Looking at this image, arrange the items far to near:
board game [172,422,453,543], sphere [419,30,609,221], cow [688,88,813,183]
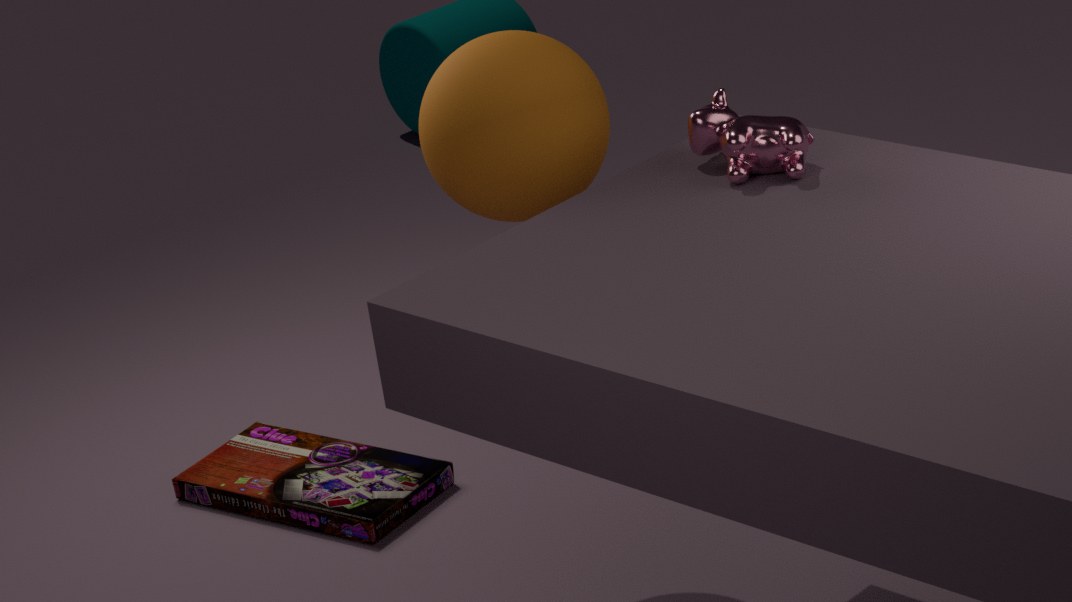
board game [172,422,453,543] < sphere [419,30,609,221] < cow [688,88,813,183]
